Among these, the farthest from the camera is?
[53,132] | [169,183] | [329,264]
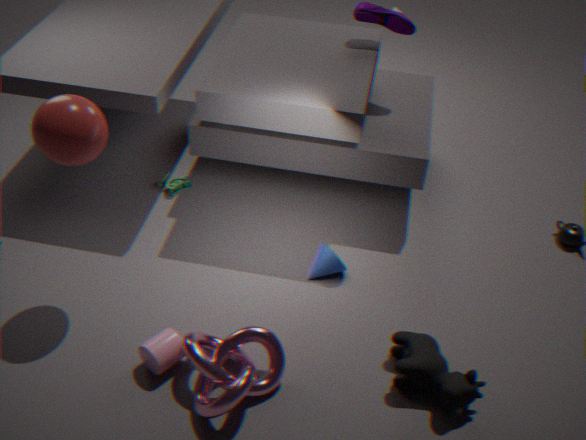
[169,183]
